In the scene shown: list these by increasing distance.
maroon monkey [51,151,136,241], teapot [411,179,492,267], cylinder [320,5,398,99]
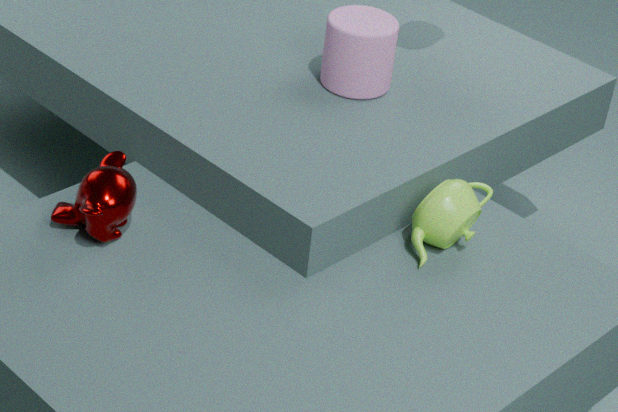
maroon monkey [51,151,136,241] < teapot [411,179,492,267] < cylinder [320,5,398,99]
